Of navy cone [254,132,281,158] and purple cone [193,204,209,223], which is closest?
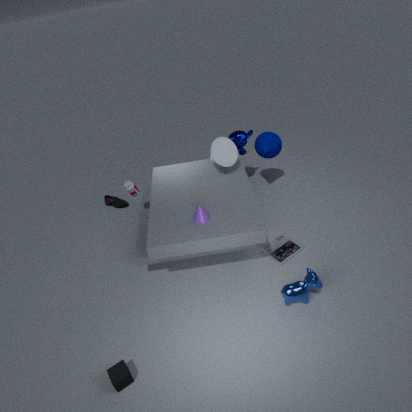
purple cone [193,204,209,223]
